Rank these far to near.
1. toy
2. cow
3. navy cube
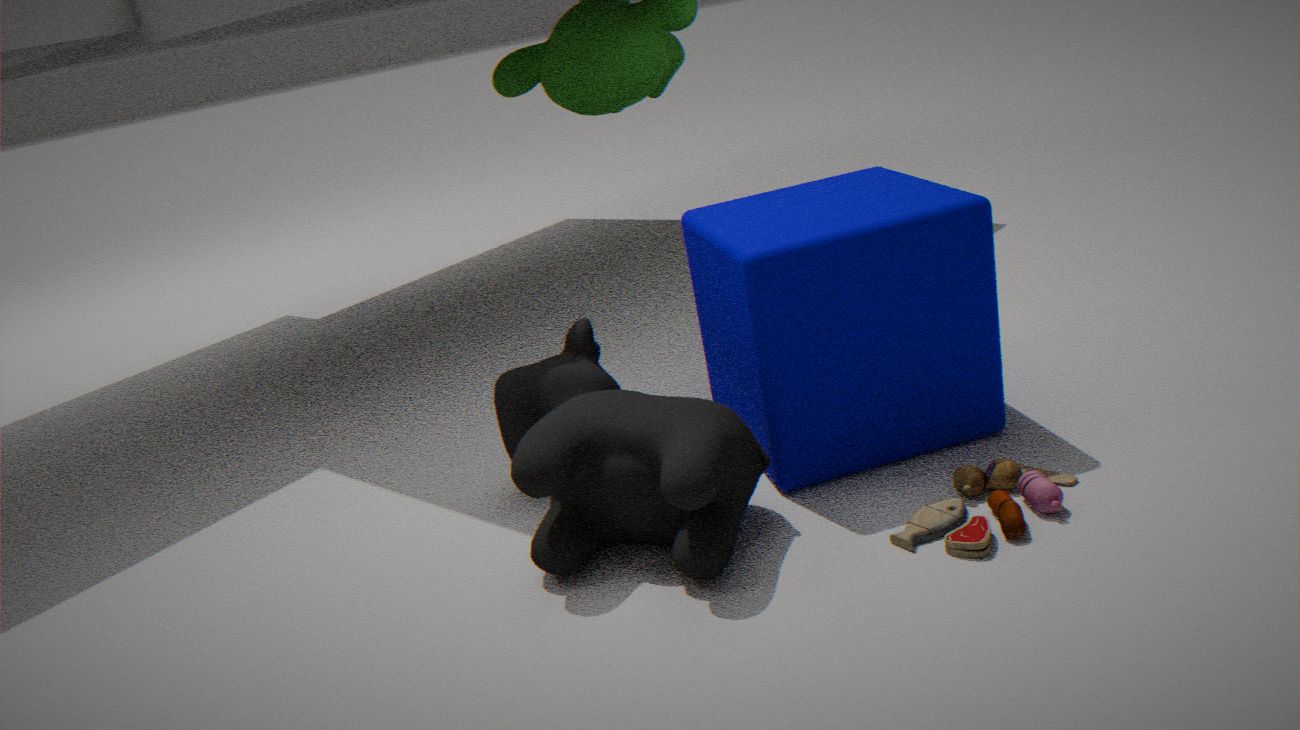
1. navy cube
2. cow
3. toy
